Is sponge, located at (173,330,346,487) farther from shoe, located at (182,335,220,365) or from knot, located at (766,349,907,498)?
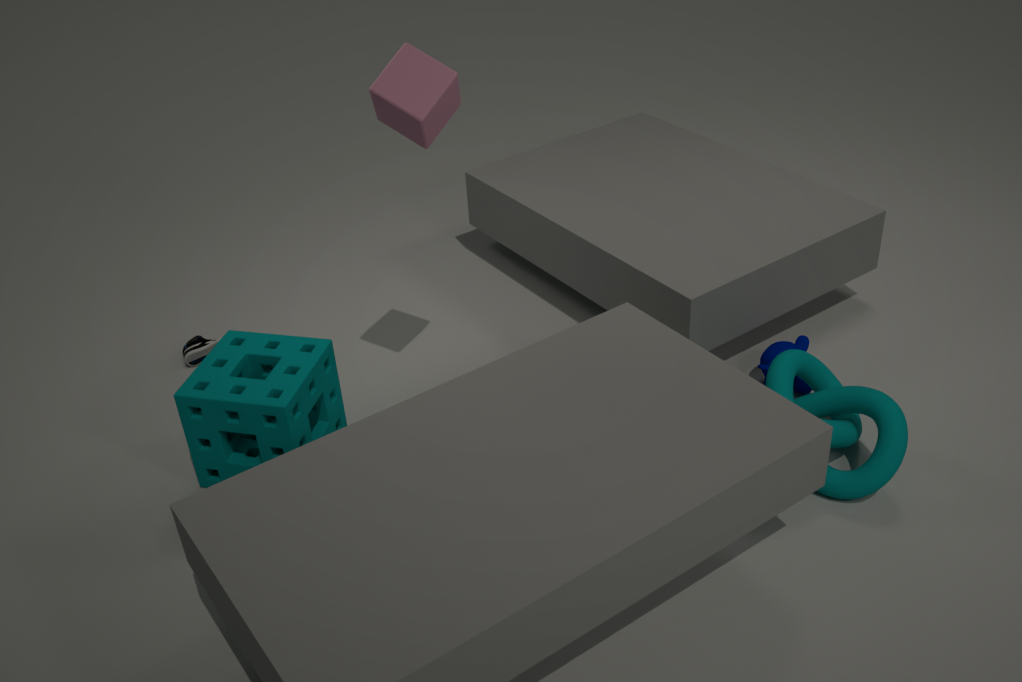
knot, located at (766,349,907,498)
